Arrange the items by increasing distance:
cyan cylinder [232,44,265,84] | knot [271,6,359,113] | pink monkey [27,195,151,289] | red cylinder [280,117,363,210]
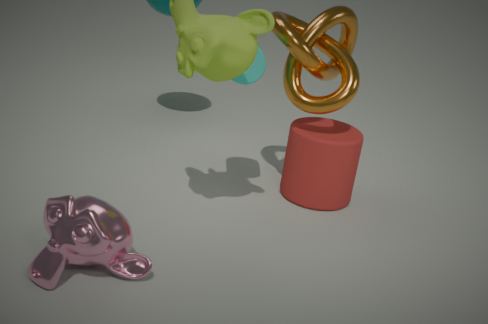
pink monkey [27,195,151,289], cyan cylinder [232,44,265,84], knot [271,6,359,113], red cylinder [280,117,363,210]
